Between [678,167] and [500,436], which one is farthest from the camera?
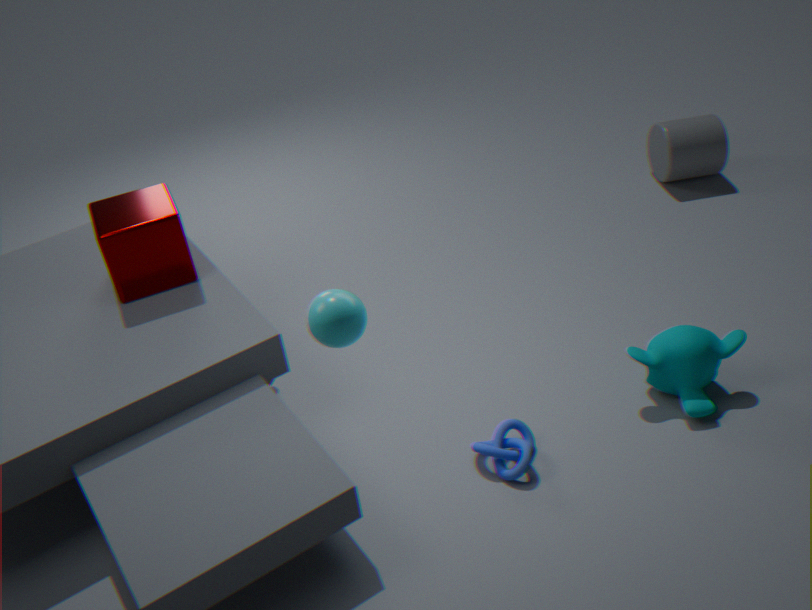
[678,167]
